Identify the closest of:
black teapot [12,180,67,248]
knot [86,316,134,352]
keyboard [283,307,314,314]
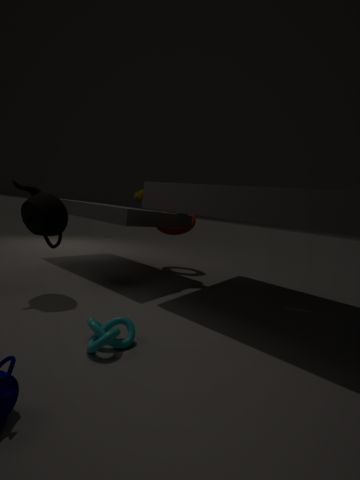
knot [86,316,134,352]
